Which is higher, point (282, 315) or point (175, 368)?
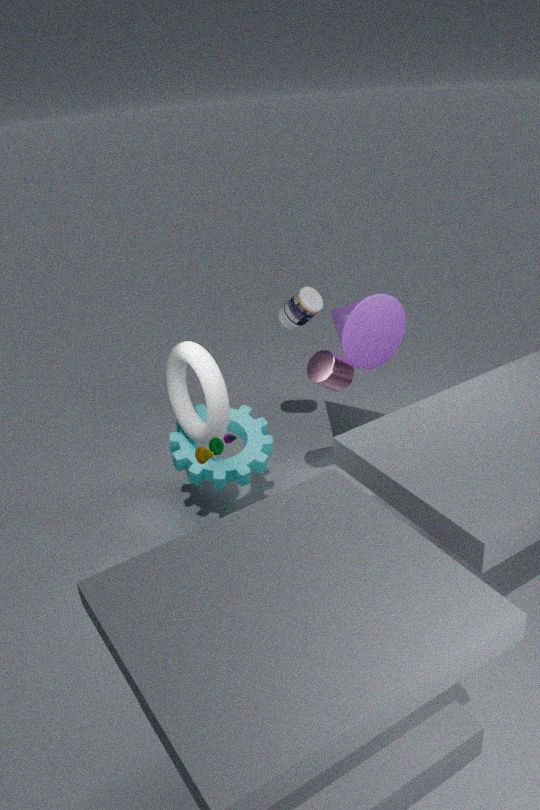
point (282, 315)
